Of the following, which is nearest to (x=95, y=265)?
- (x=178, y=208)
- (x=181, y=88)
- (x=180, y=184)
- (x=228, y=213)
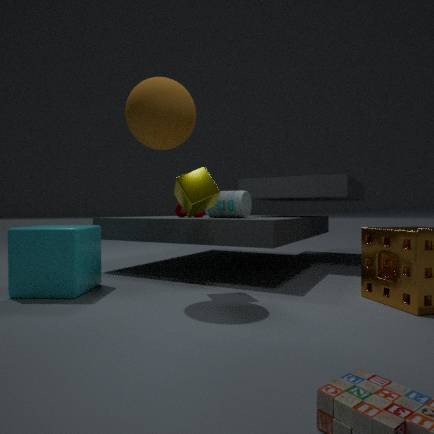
(x=180, y=184)
